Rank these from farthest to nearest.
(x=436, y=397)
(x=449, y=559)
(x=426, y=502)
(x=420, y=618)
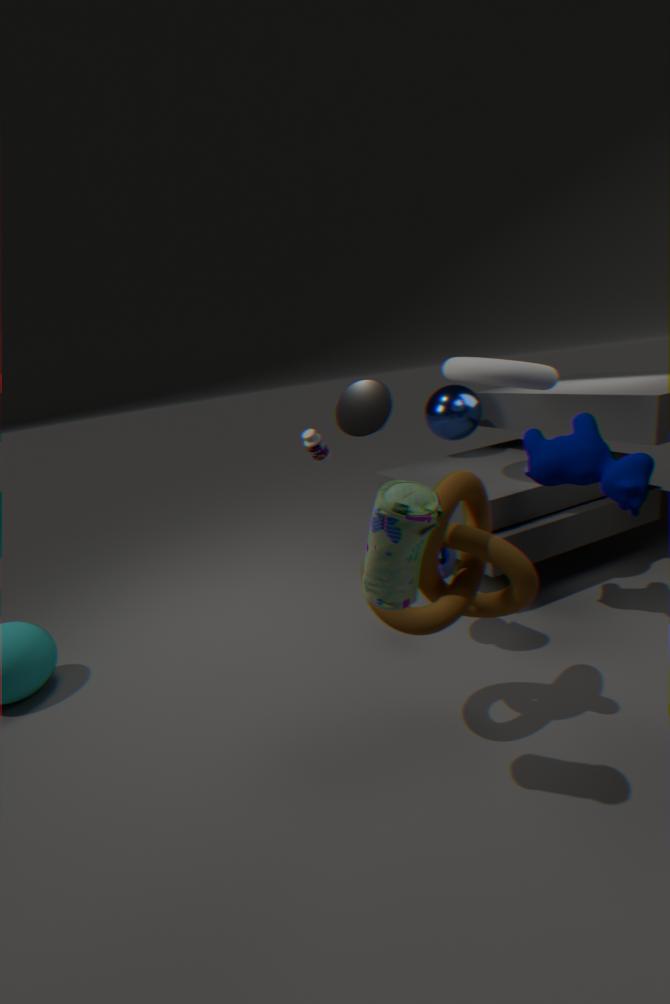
(x=436, y=397) → (x=449, y=559) → (x=420, y=618) → (x=426, y=502)
